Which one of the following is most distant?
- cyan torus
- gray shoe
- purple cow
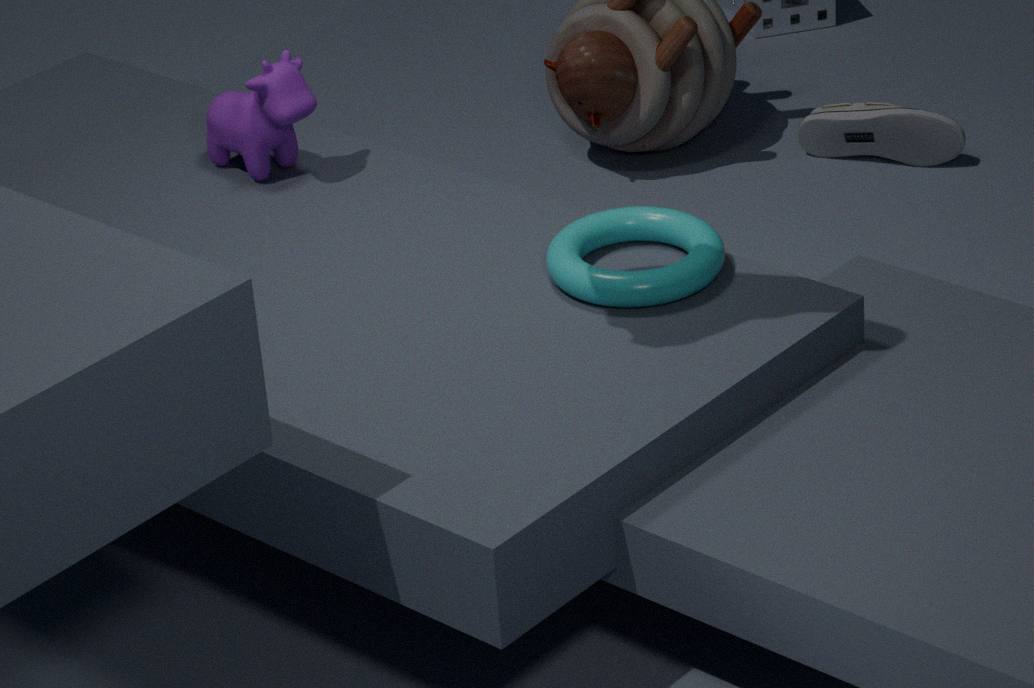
gray shoe
